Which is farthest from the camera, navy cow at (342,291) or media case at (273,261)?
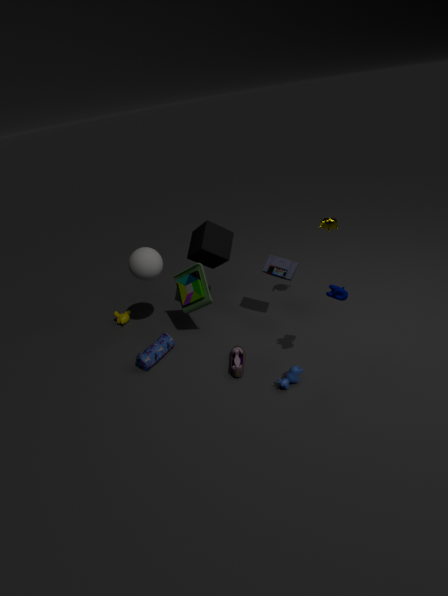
media case at (273,261)
